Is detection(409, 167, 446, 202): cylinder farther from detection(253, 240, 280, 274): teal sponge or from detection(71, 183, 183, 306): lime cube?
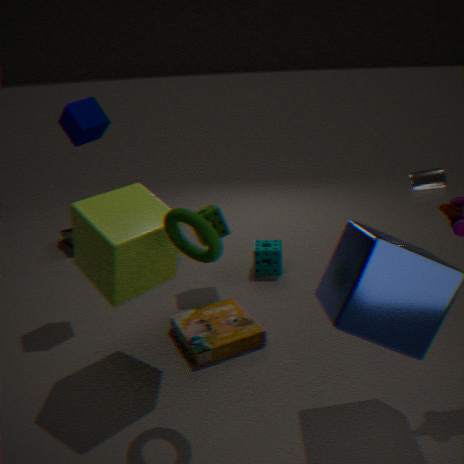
detection(71, 183, 183, 306): lime cube
